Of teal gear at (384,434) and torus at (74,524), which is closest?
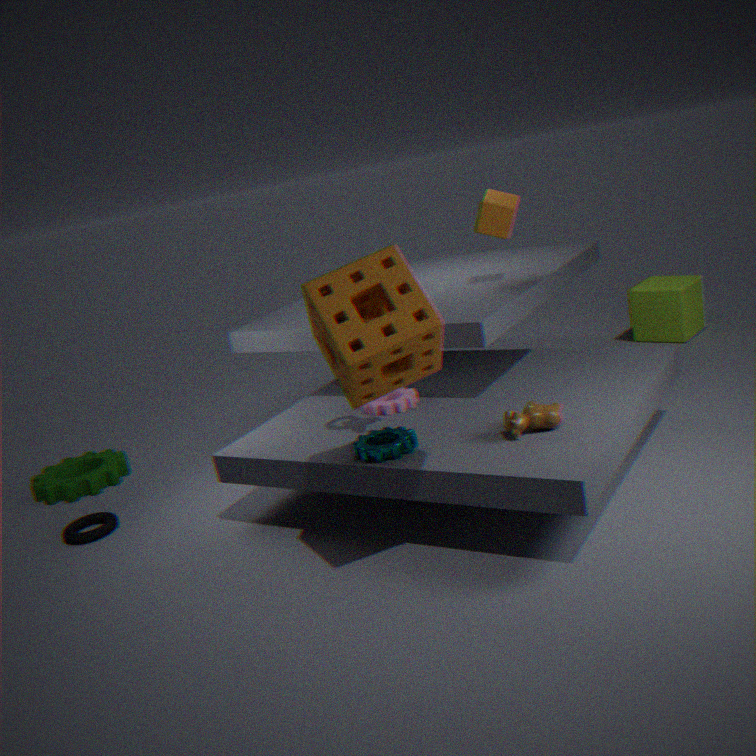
teal gear at (384,434)
